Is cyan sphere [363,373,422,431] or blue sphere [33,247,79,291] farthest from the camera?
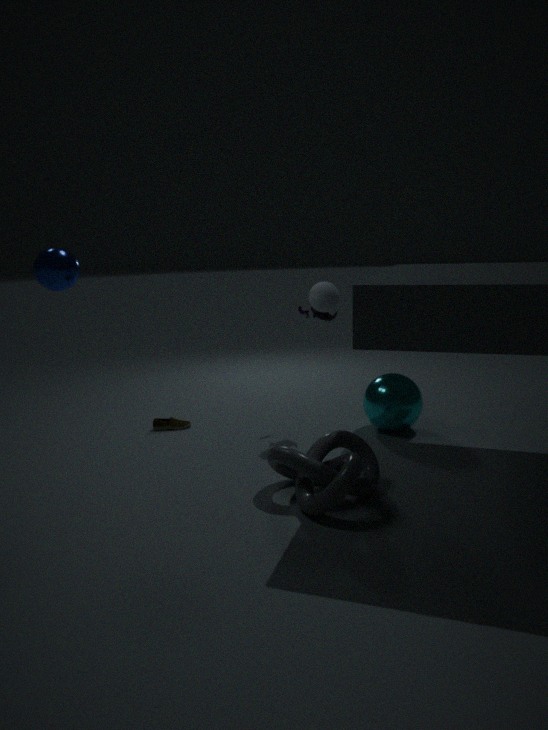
cyan sphere [363,373,422,431]
